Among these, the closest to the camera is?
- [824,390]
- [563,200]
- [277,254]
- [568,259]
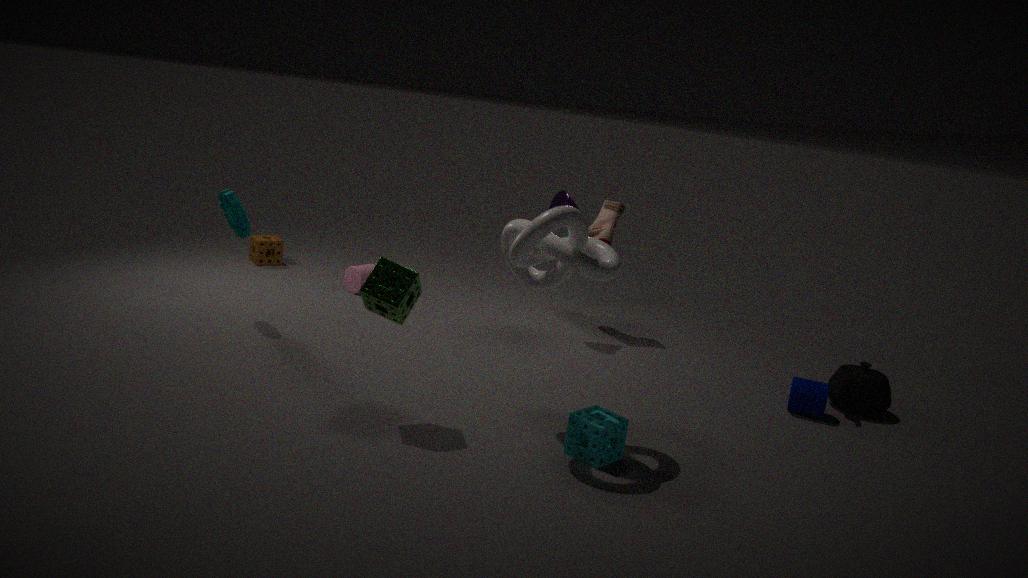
[568,259]
